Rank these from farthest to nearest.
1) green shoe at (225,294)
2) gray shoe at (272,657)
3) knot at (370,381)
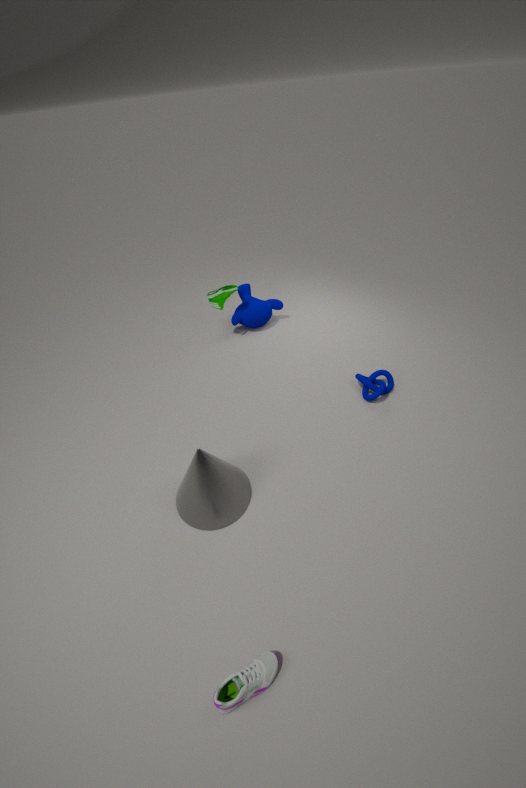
1. green shoe at (225,294) → 3. knot at (370,381) → 2. gray shoe at (272,657)
